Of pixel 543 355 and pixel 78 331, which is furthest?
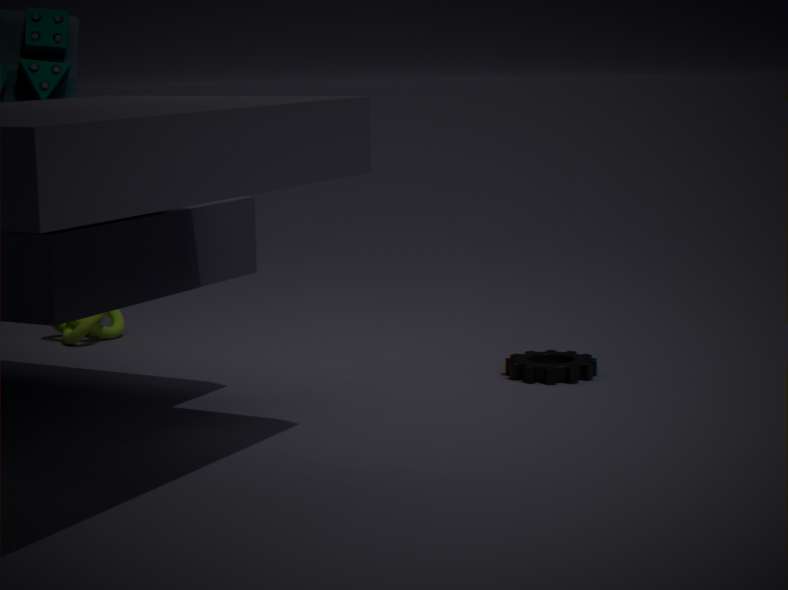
pixel 78 331
